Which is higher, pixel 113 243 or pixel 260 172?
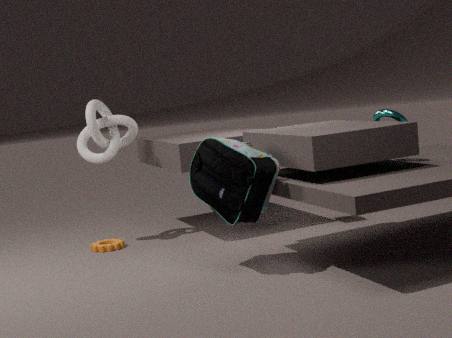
pixel 260 172
